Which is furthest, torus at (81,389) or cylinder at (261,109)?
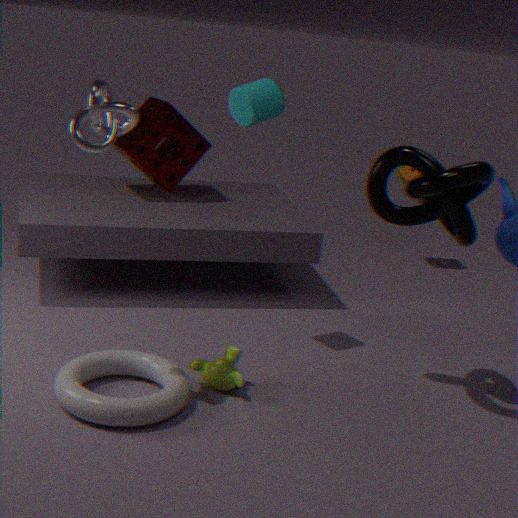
cylinder at (261,109)
